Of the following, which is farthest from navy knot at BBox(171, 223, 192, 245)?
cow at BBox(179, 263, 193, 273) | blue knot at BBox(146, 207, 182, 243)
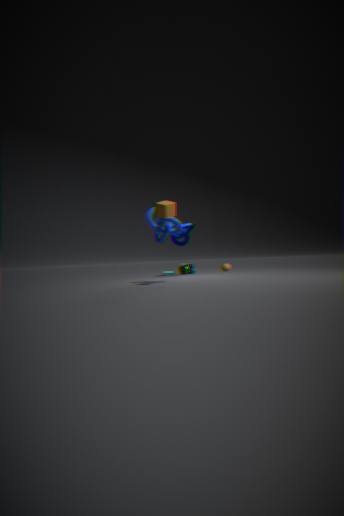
blue knot at BBox(146, 207, 182, 243)
